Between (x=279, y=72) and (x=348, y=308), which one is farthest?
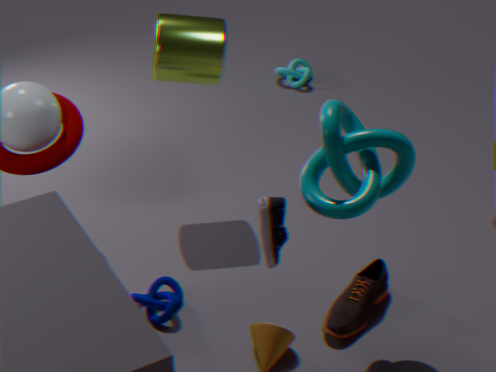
(x=279, y=72)
